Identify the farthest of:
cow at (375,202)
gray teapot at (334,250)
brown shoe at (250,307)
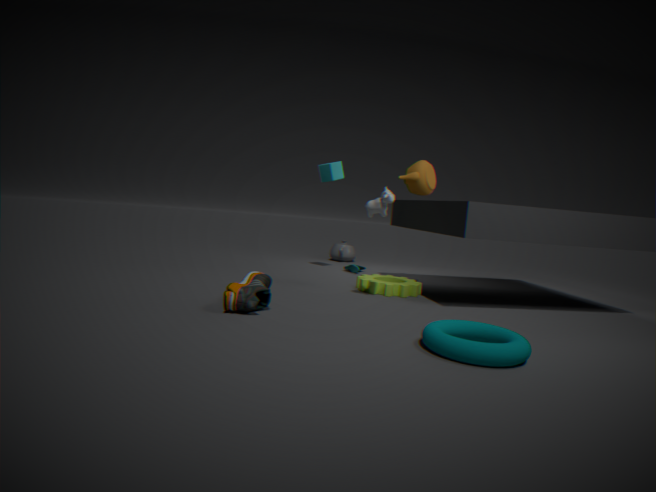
gray teapot at (334,250)
